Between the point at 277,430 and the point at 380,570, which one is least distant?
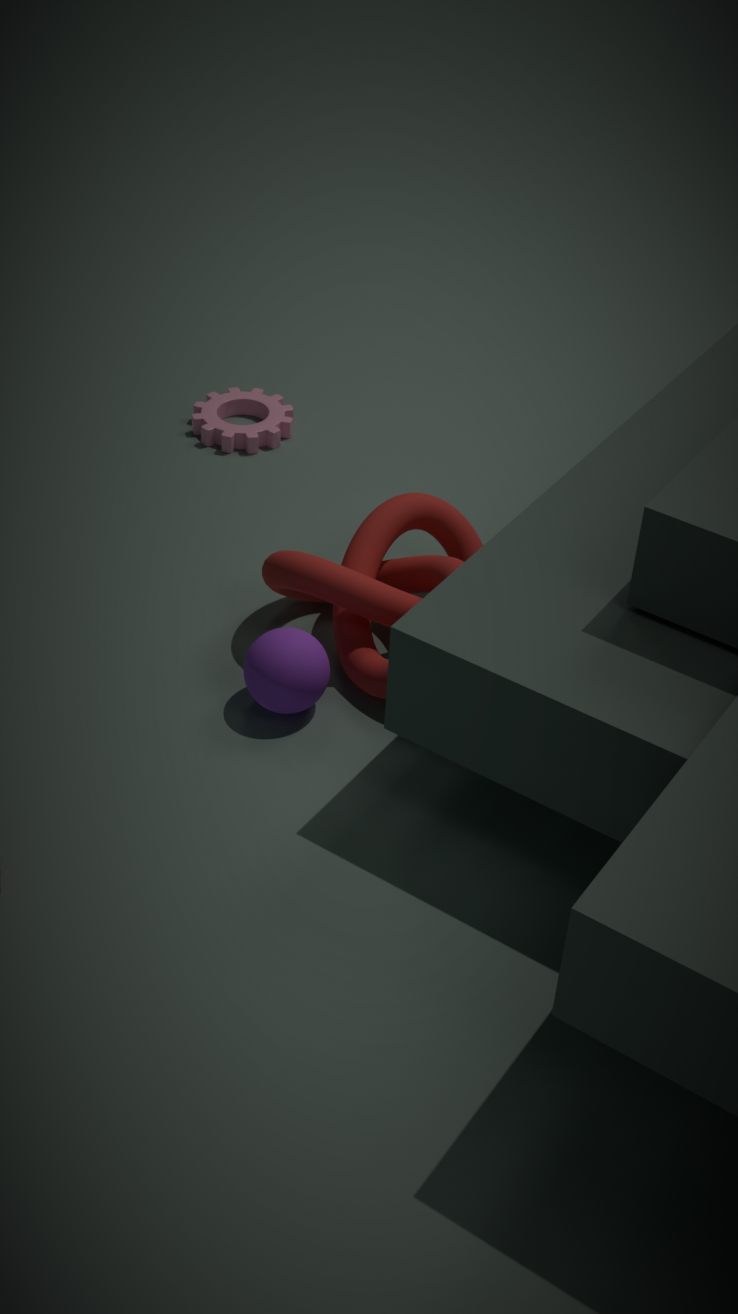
the point at 380,570
